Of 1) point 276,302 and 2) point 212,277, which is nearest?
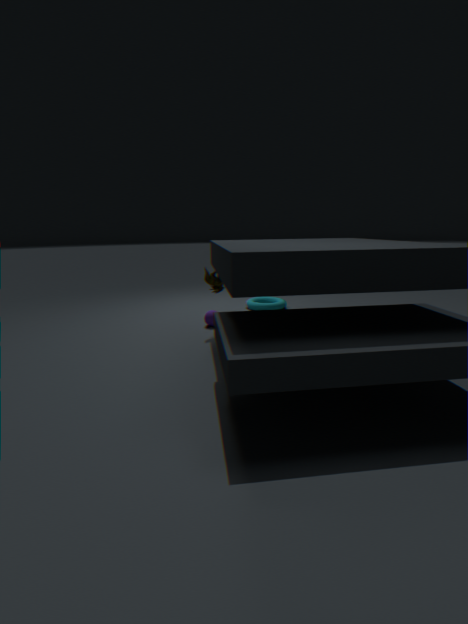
2. point 212,277
